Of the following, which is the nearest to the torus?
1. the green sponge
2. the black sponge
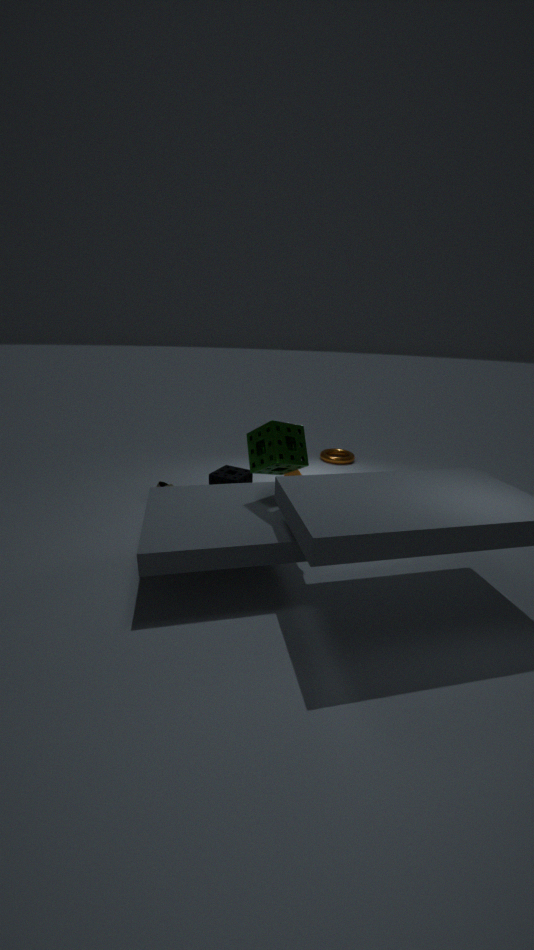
the black sponge
